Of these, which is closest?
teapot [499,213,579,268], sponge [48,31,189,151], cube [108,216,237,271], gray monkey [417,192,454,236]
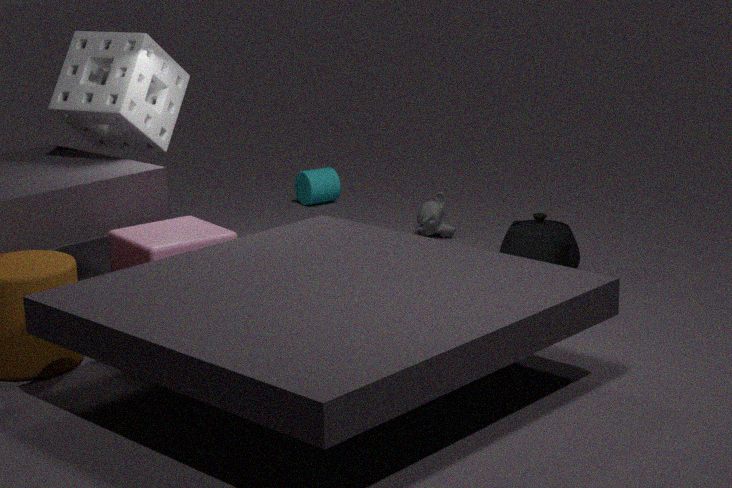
cube [108,216,237,271]
